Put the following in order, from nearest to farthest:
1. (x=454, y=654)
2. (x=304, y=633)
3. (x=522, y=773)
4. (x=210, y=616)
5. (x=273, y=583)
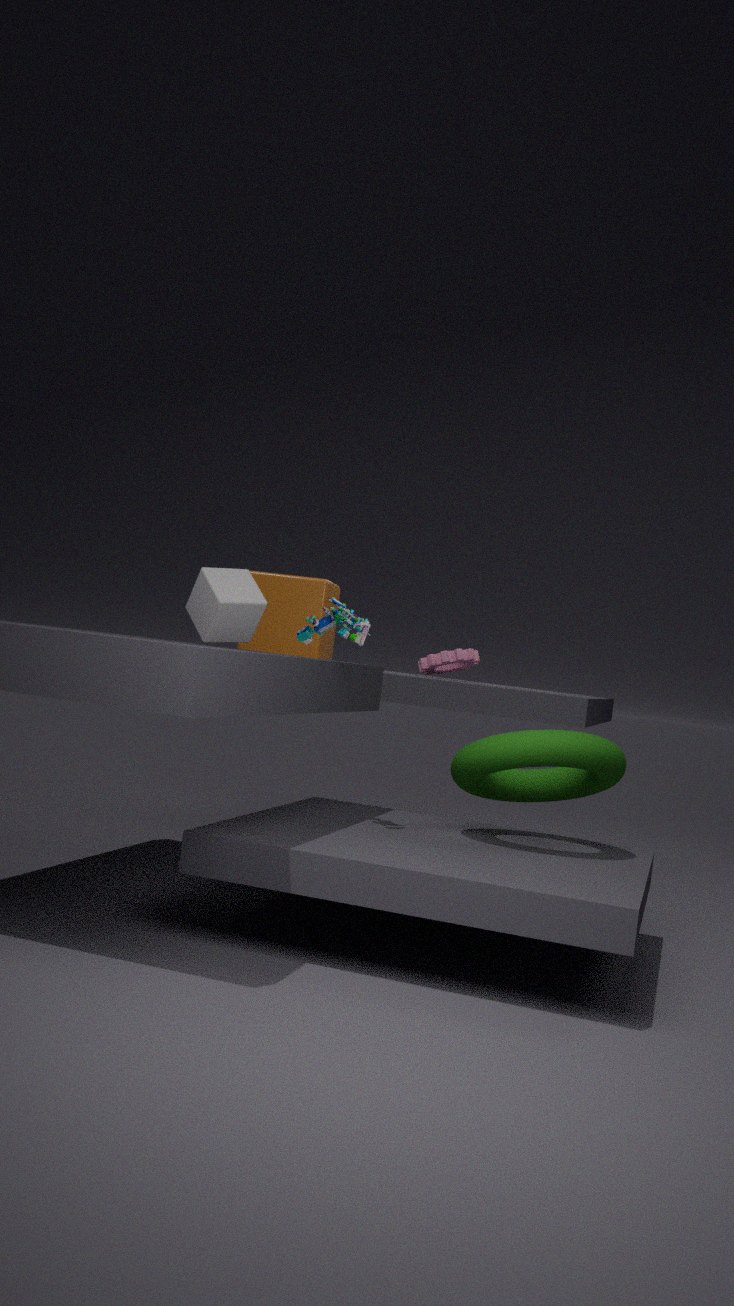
1. (x=304, y=633)
2. (x=210, y=616)
3. (x=522, y=773)
4. (x=273, y=583)
5. (x=454, y=654)
